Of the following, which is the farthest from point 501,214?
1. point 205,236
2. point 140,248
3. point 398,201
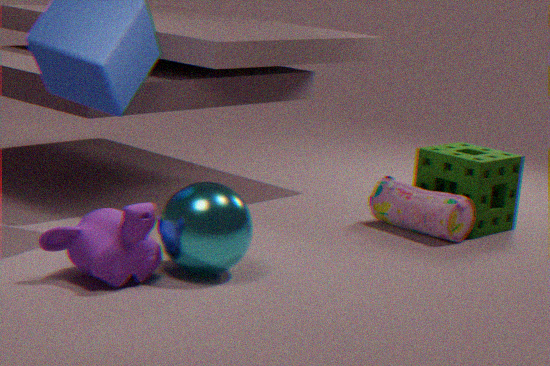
point 140,248
